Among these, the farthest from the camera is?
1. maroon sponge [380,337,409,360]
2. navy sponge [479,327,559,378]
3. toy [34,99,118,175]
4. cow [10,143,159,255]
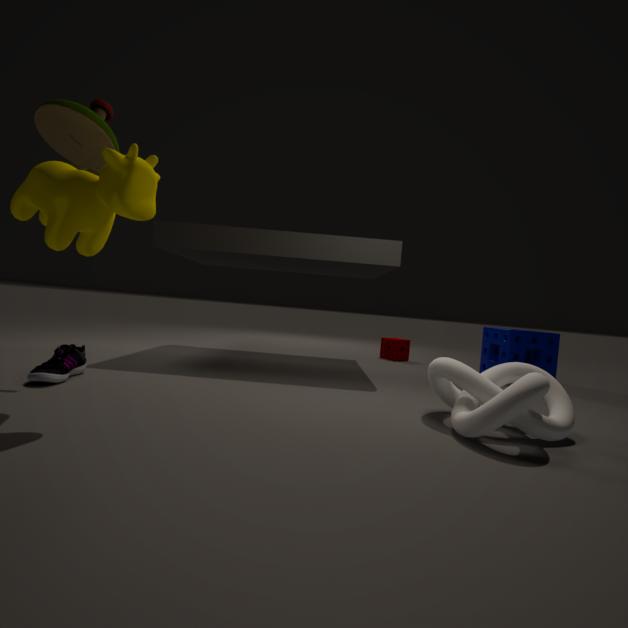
maroon sponge [380,337,409,360]
